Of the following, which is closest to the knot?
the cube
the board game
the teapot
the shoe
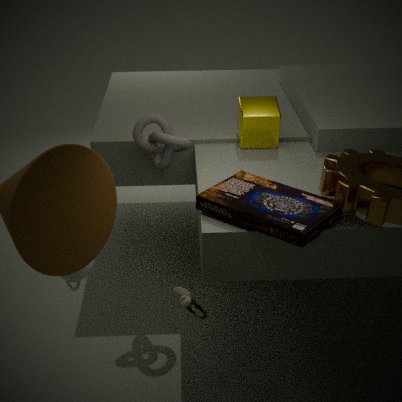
the cube
